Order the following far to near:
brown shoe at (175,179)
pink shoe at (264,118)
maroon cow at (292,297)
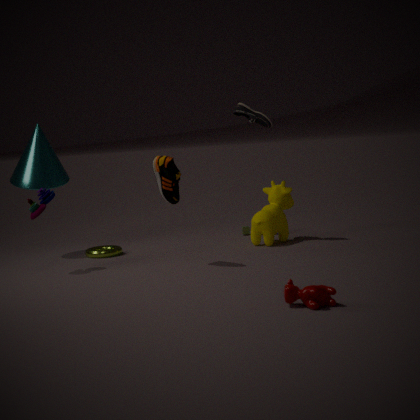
pink shoe at (264,118), brown shoe at (175,179), maroon cow at (292,297)
